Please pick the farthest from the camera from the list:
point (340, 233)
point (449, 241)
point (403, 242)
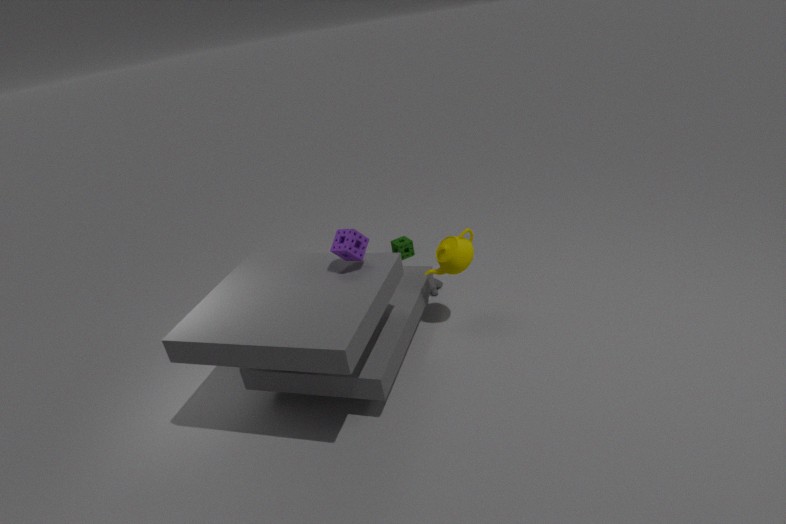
point (403, 242)
